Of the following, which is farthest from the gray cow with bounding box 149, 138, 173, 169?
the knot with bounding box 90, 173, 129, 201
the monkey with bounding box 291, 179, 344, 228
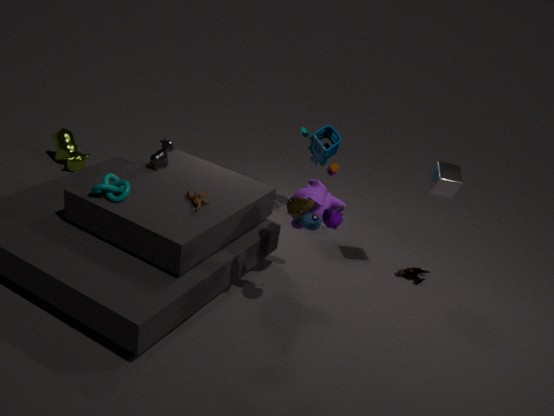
the monkey with bounding box 291, 179, 344, 228
